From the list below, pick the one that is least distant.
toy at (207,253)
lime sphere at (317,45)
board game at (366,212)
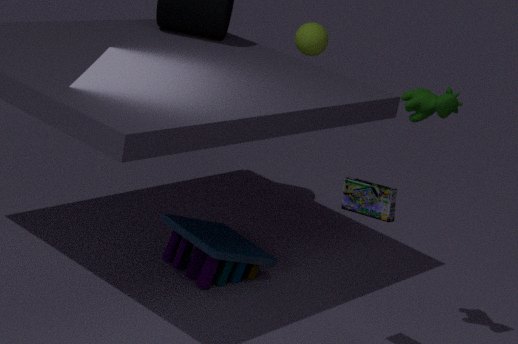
board game at (366,212)
